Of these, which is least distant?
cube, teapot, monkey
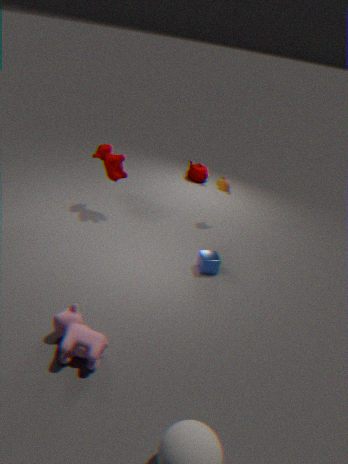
cube
